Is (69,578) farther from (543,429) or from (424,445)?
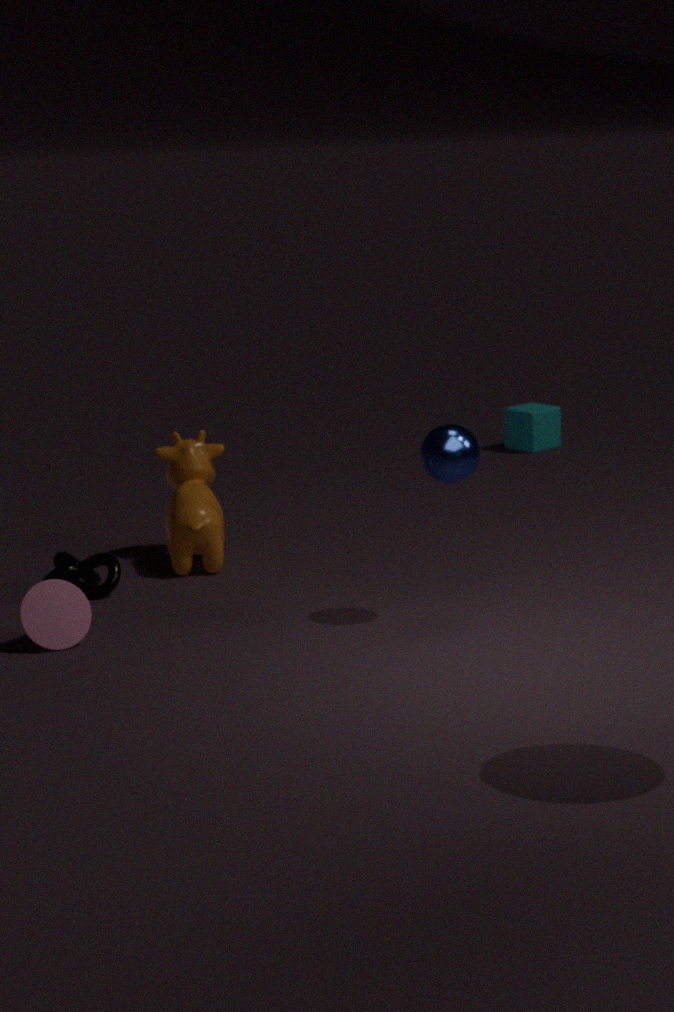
(543,429)
